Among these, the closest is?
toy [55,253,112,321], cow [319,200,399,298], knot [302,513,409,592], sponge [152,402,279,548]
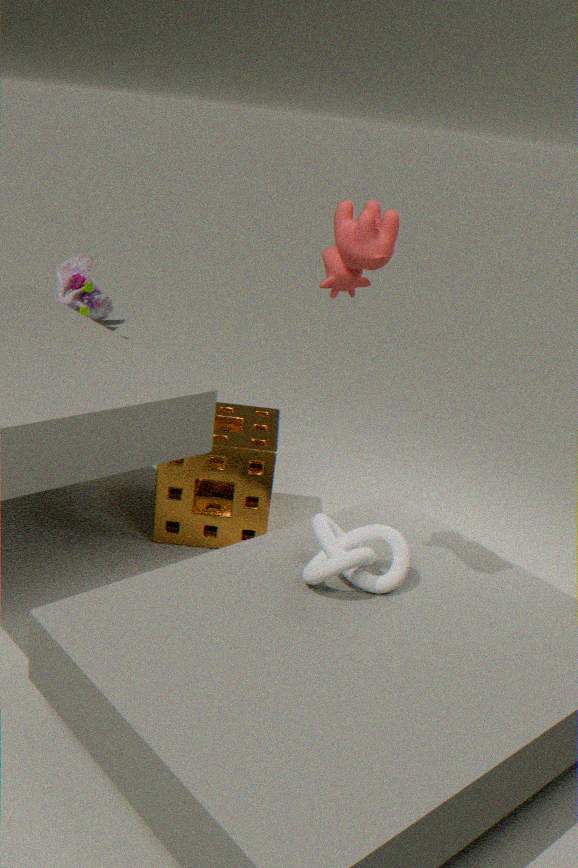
cow [319,200,399,298]
